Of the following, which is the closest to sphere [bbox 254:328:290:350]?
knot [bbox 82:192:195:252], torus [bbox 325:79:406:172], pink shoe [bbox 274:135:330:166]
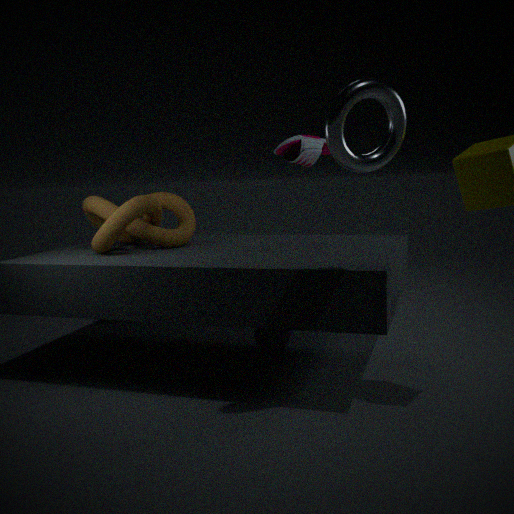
knot [bbox 82:192:195:252]
